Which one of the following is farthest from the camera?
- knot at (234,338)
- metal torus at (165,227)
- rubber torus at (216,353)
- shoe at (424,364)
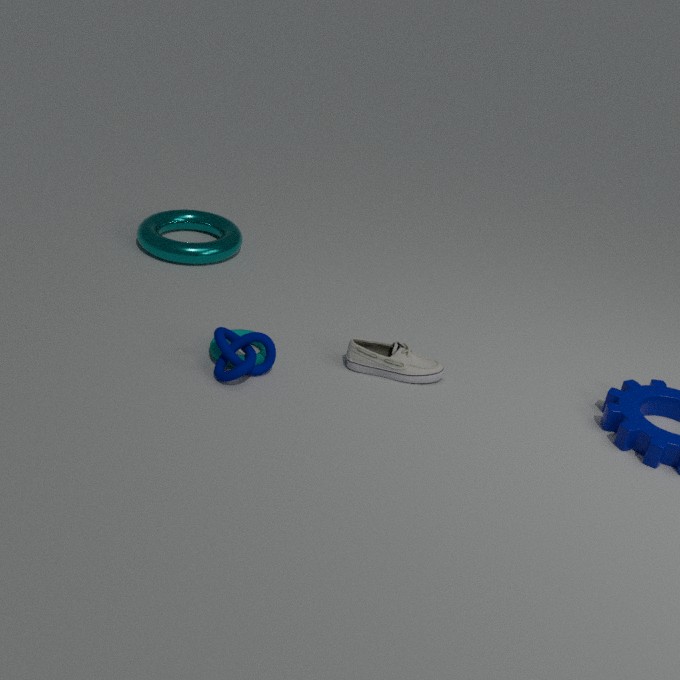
metal torus at (165,227)
